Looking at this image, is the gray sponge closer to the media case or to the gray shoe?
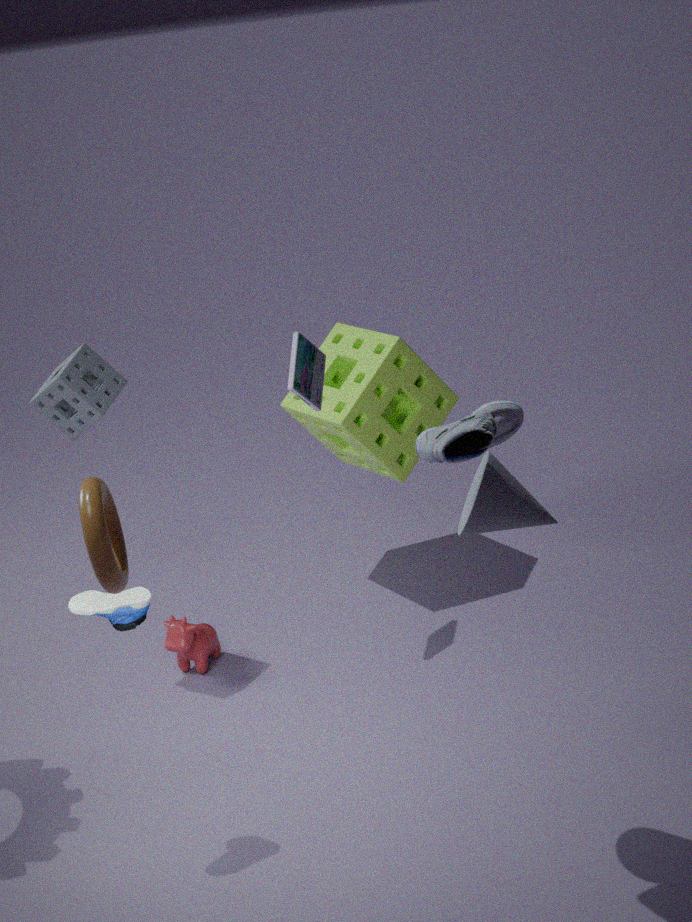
the media case
